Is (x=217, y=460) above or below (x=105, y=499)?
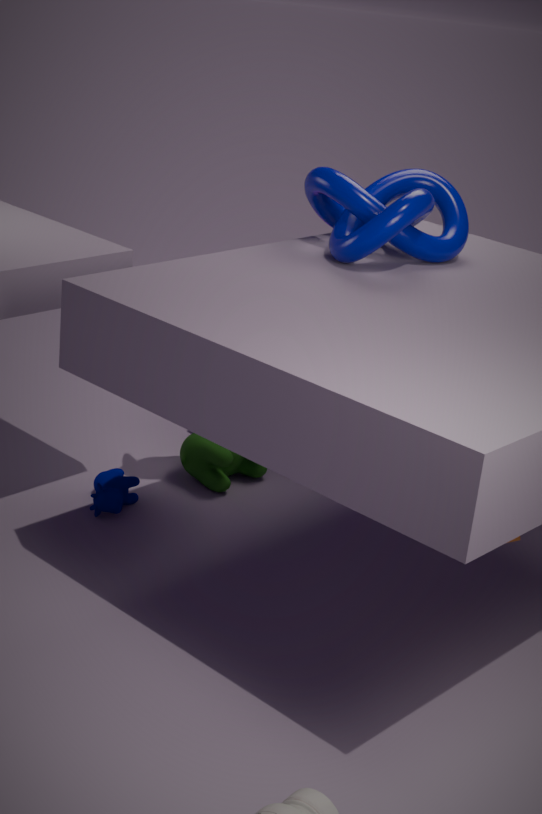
above
